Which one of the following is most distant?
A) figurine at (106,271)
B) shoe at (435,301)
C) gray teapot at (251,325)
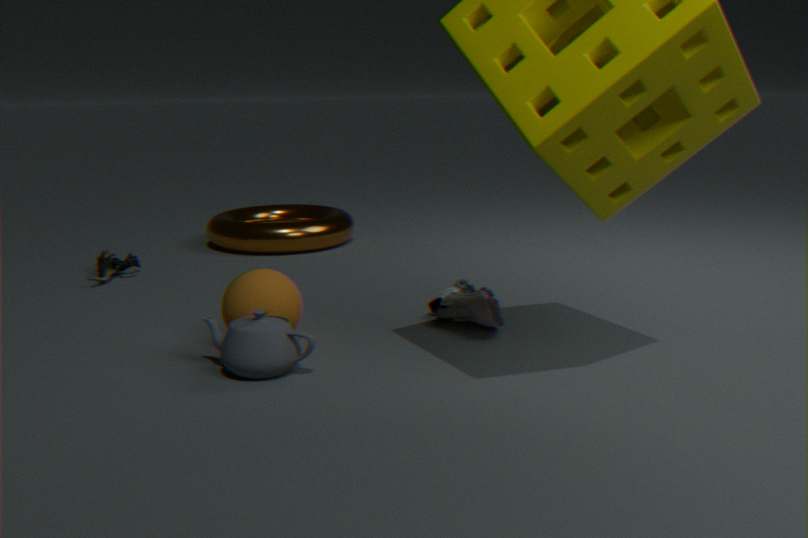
figurine at (106,271)
